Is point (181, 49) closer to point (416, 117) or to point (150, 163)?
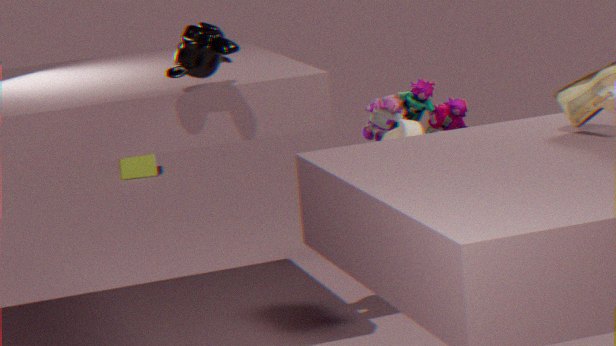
point (416, 117)
